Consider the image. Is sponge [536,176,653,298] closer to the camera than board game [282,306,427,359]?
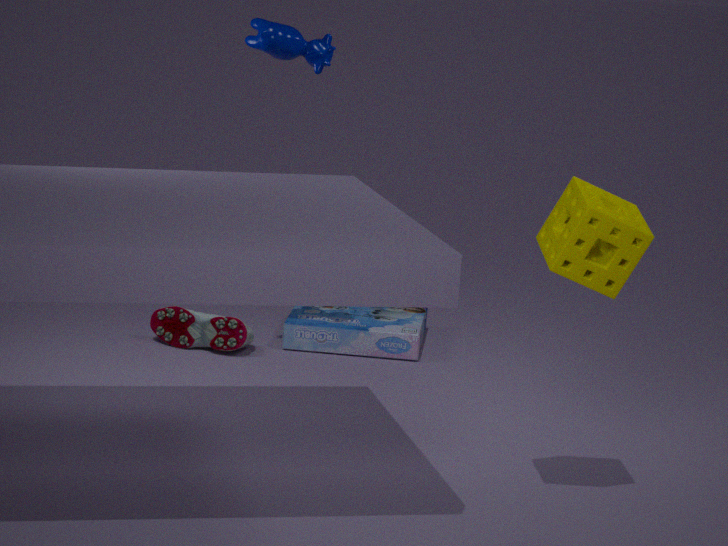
Yes
